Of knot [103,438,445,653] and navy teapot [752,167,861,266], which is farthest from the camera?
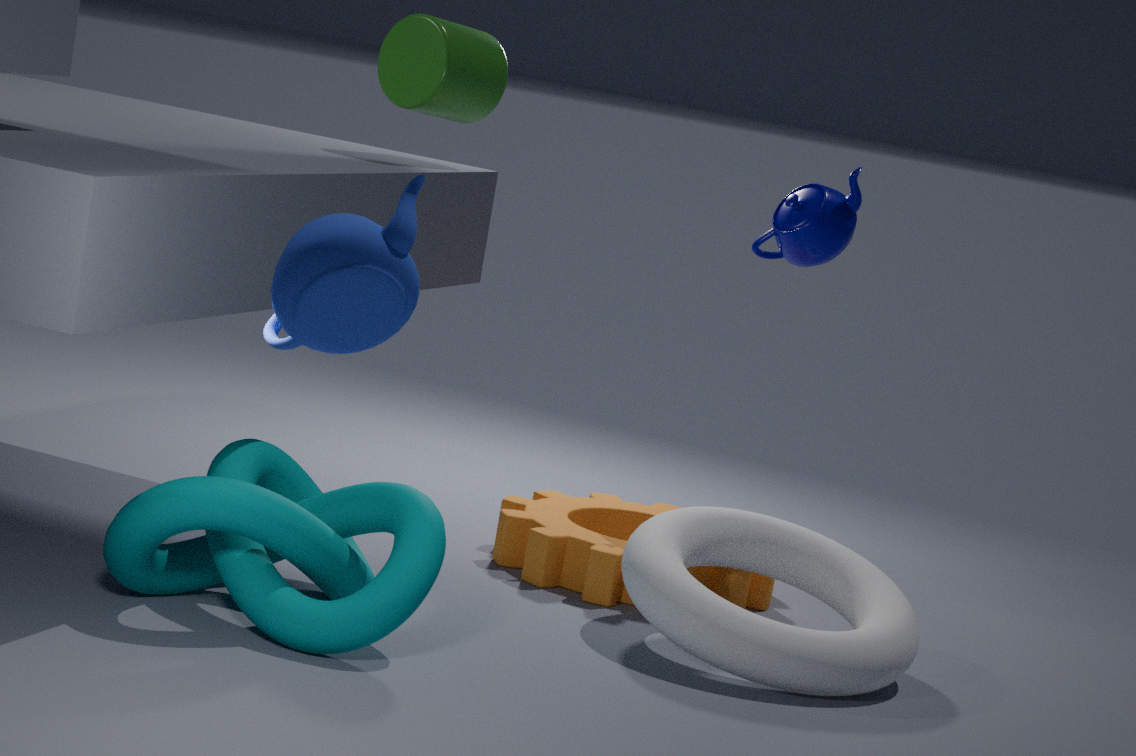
navy teapot [752,167,861,266]
